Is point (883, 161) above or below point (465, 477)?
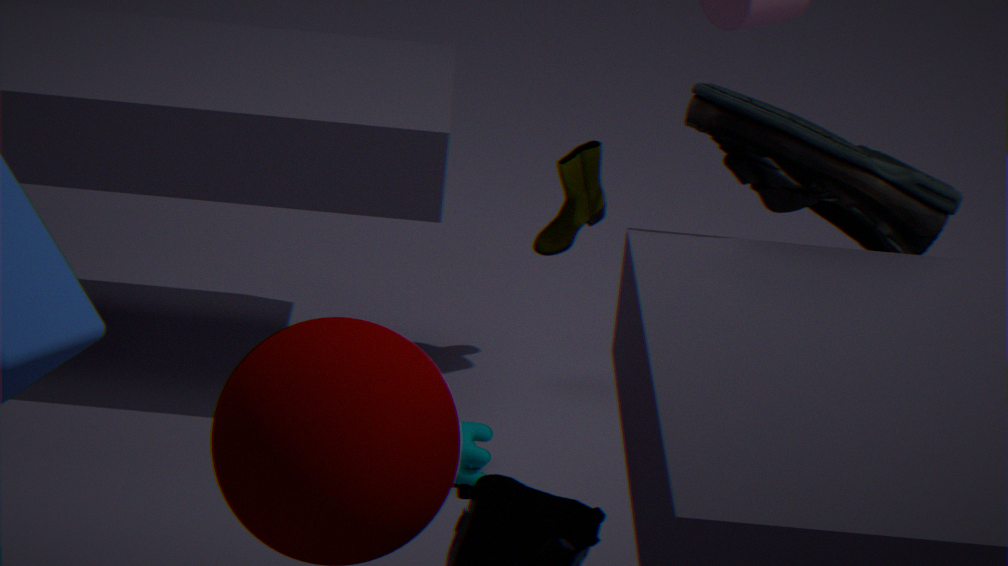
above
